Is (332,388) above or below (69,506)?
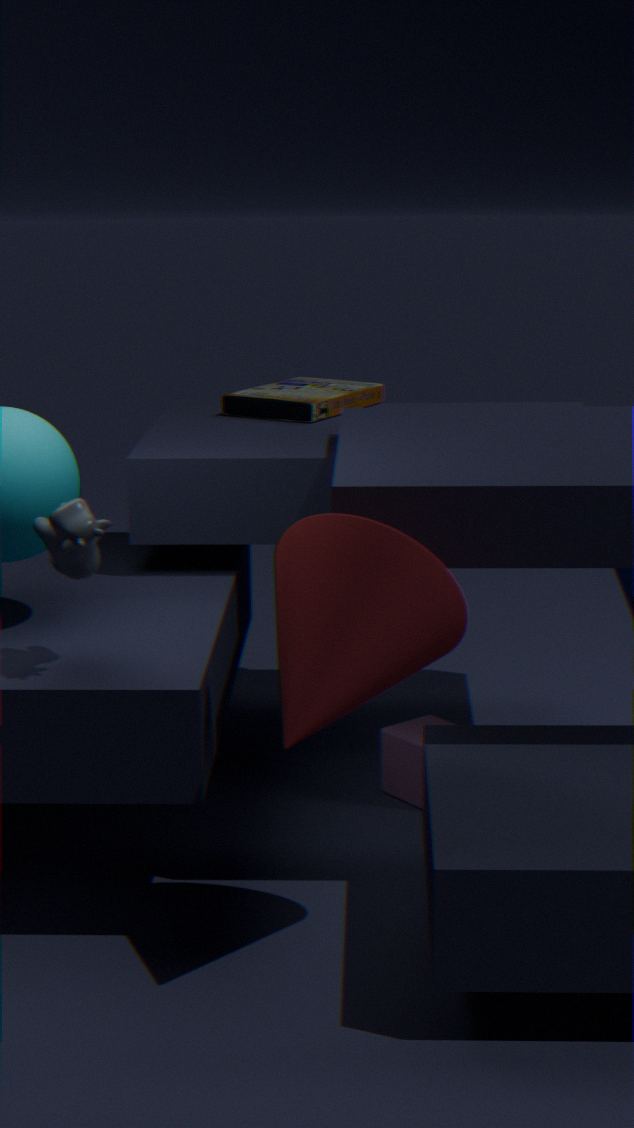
above
